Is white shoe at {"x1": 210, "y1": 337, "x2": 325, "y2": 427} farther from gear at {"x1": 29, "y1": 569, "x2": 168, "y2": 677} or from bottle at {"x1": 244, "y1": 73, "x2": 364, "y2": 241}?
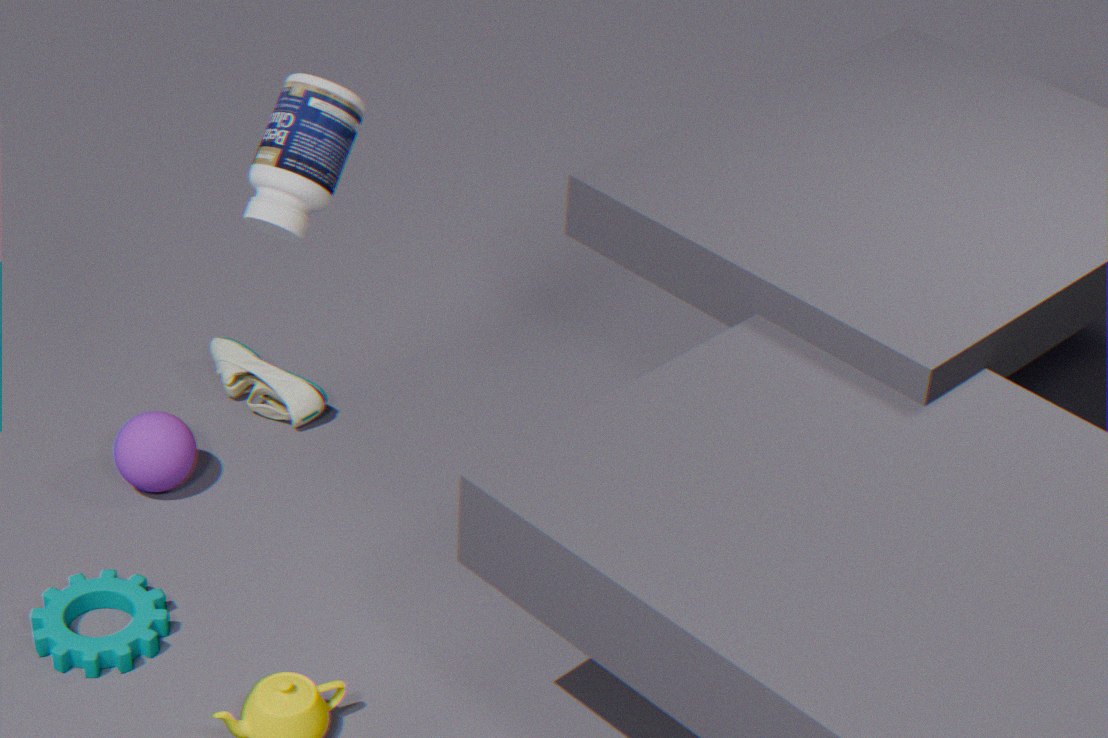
bottle at {"x1": 244, "y1": 73, "x2": 364, "y2": 241}
